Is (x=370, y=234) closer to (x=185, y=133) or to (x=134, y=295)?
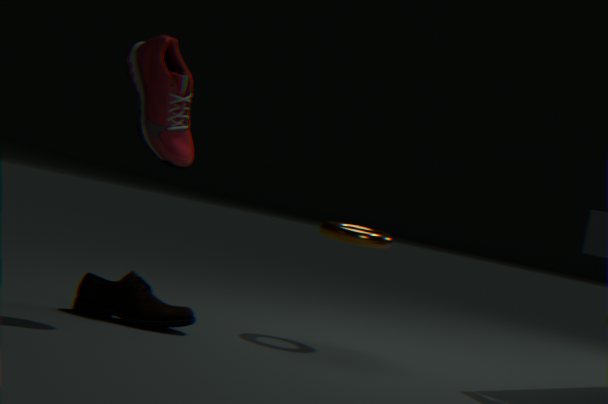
(x=134, y=295)
